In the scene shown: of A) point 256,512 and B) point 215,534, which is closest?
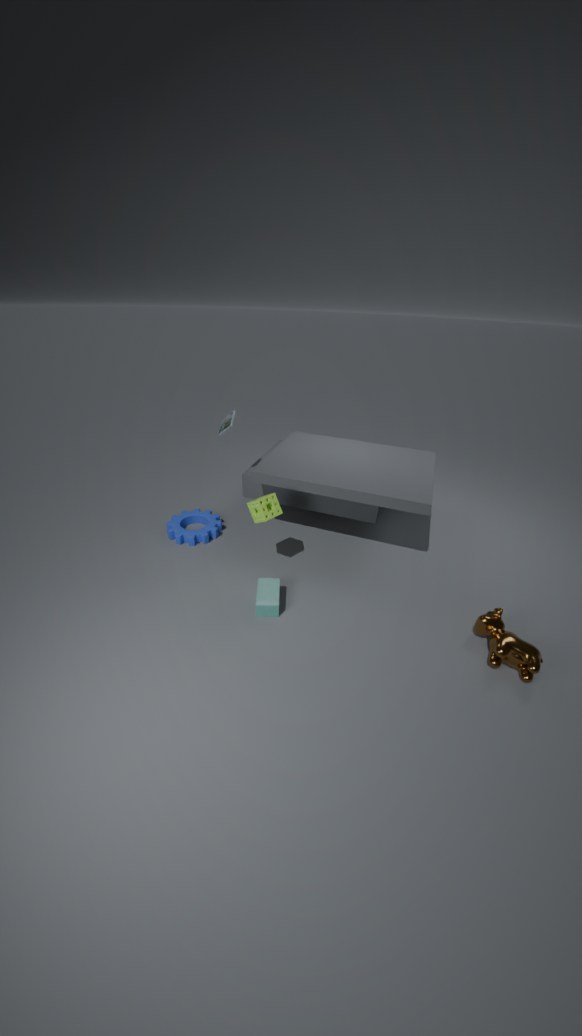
A. point 256,512
